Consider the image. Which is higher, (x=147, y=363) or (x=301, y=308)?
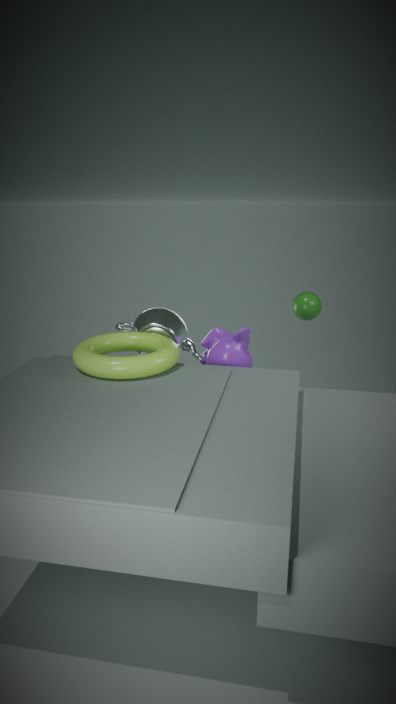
(x=301, y=308)
